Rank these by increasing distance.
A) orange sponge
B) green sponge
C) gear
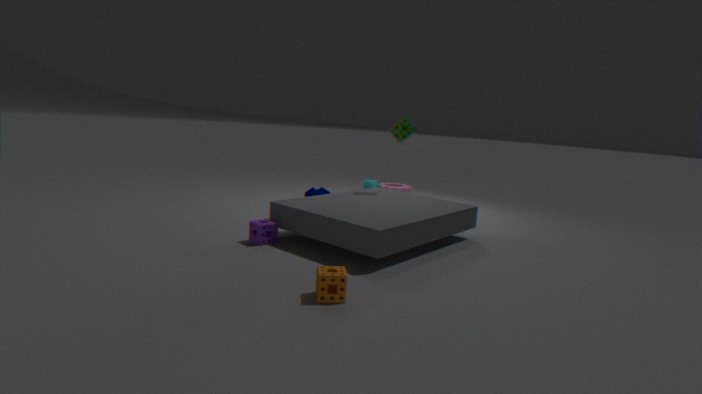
orange sponge, green sponge, gear
